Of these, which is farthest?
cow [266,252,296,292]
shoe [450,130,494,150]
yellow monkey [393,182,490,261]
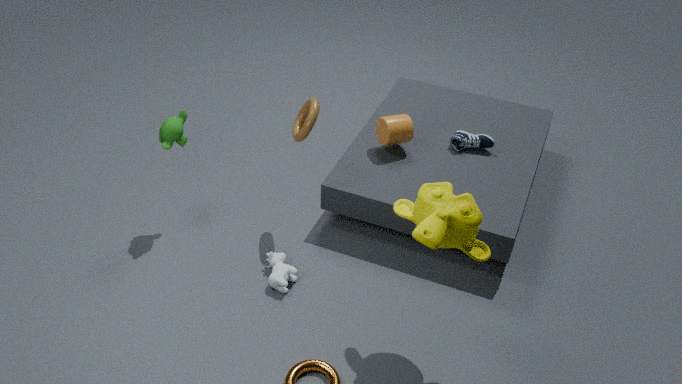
shoe [450,130,494,150]
